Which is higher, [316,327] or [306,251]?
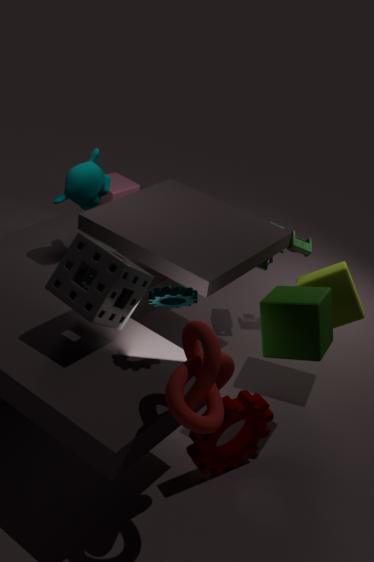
[316,327]
